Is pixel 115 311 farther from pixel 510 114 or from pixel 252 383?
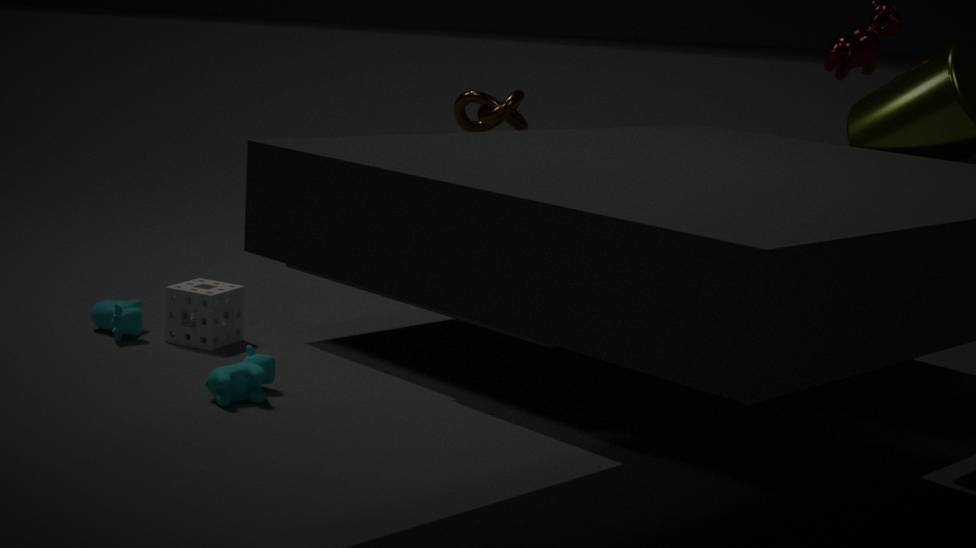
pixel 510 114
